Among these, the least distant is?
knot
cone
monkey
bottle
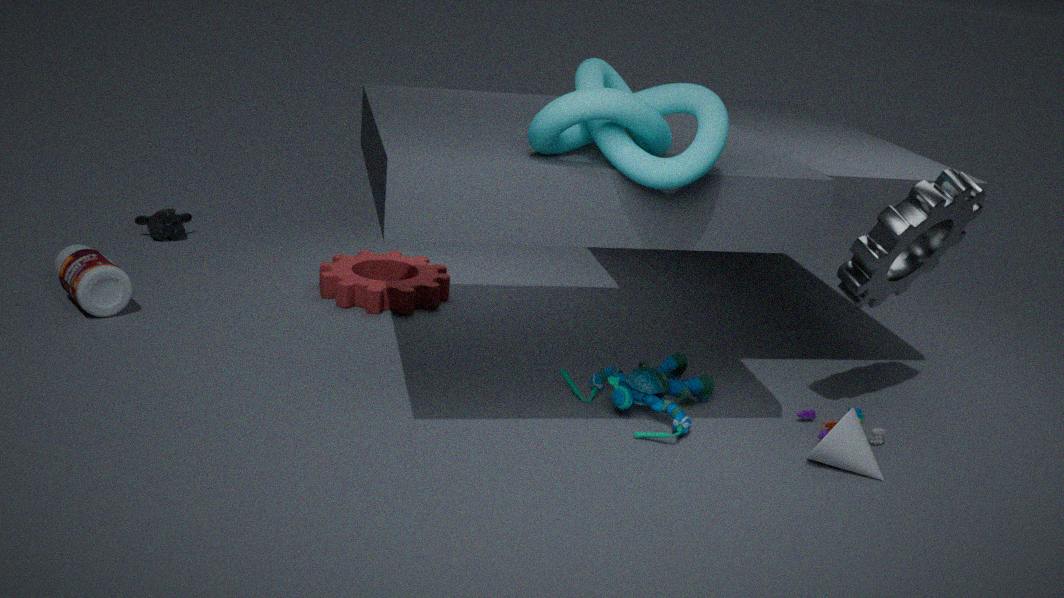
knot
